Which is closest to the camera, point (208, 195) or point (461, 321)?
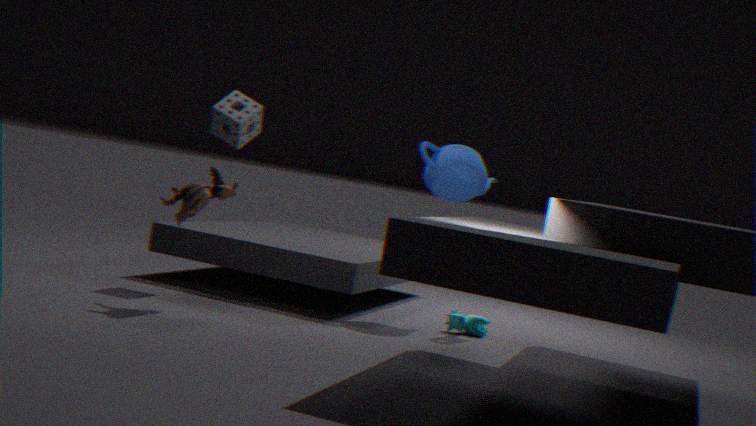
point (208, 195)
